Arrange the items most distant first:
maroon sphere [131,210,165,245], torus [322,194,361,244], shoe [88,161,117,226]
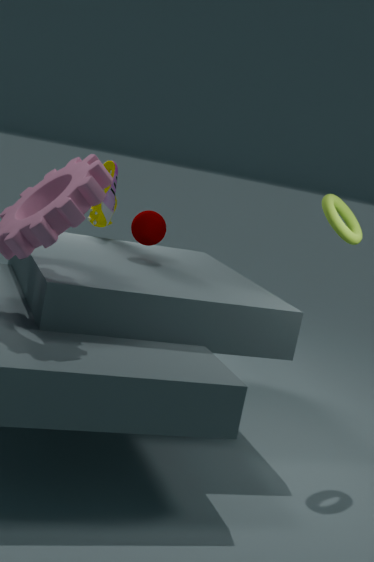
shoe [88,161,117,226] → maroon sphere [131,210,165,245] → torus [322,194,361,244]
